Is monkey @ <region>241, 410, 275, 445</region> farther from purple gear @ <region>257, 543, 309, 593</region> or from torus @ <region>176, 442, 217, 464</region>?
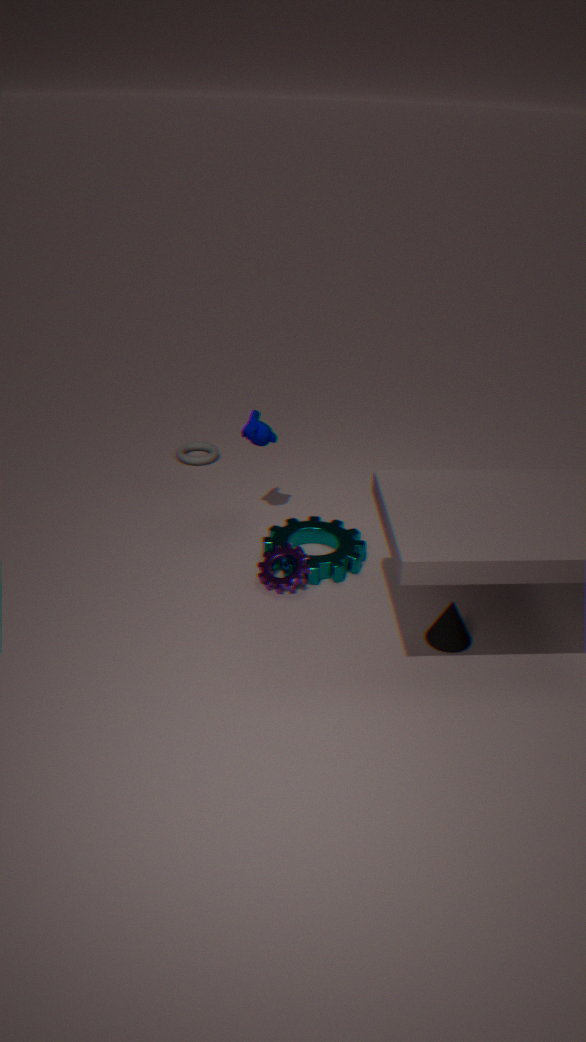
torus @ <region>176, 442, 217, 464</region>
